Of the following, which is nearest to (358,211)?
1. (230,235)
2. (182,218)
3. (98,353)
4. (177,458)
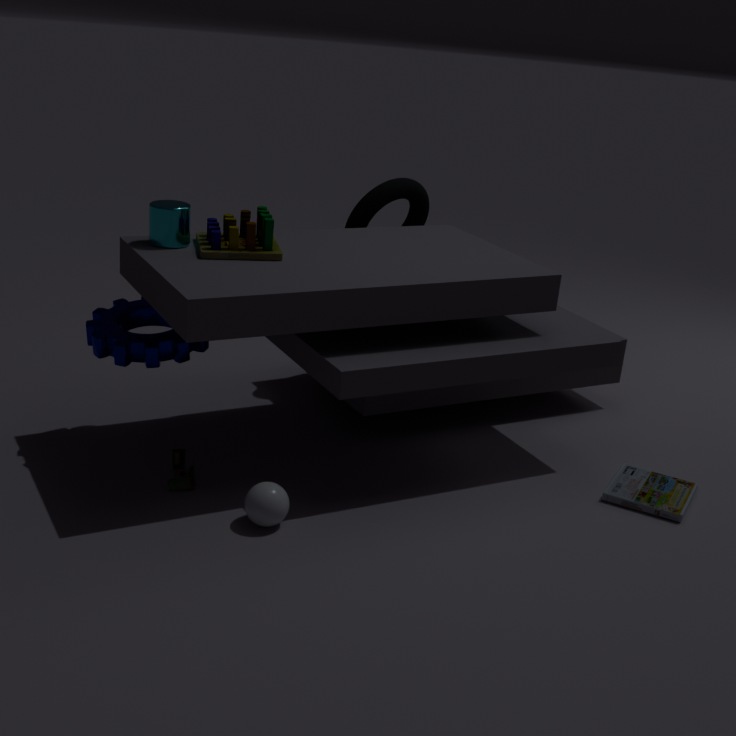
(230,235)
